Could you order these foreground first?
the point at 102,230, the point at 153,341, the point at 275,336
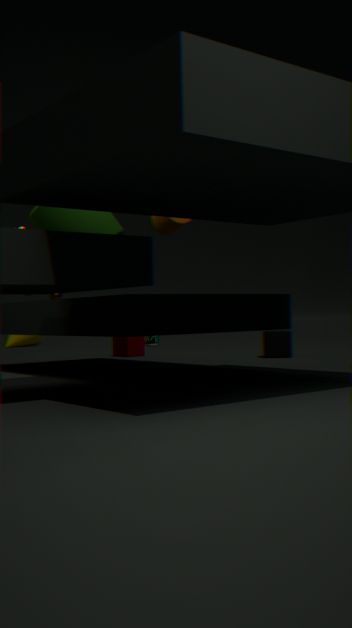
1. the point at 102,230
2. the point at 275,336
3. the point at 153,341
